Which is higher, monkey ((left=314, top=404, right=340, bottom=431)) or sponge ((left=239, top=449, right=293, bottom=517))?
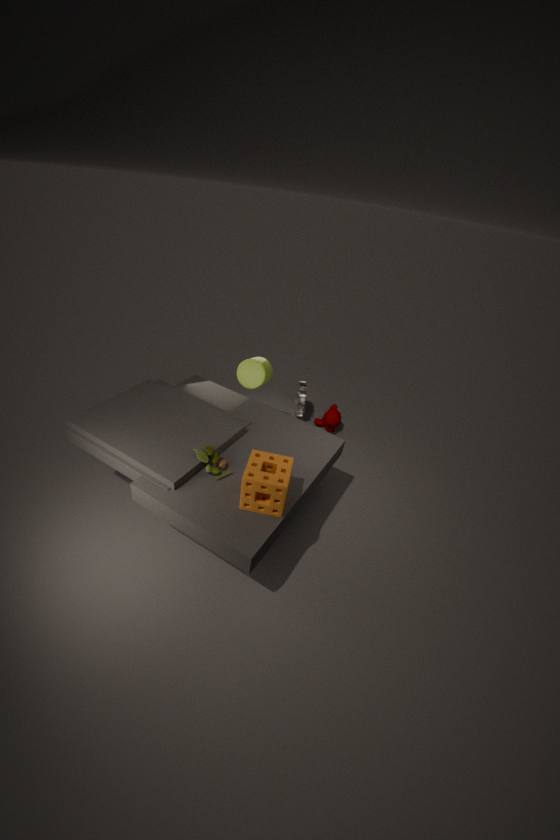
sponge ((left=239, top=449, right=293, bottom=517))
